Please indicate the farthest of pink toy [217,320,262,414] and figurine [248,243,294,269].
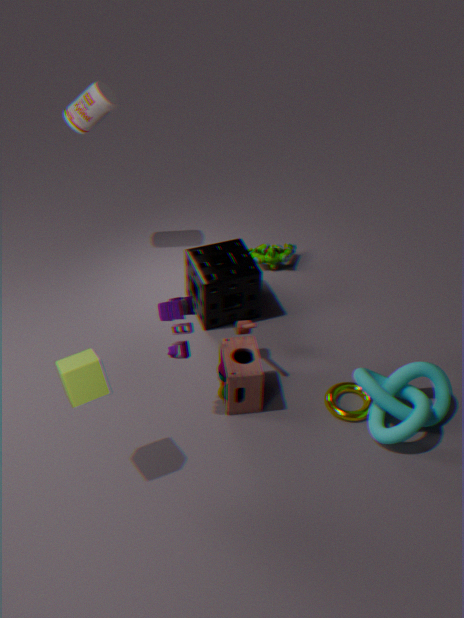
figurine [248,243,294,269]
